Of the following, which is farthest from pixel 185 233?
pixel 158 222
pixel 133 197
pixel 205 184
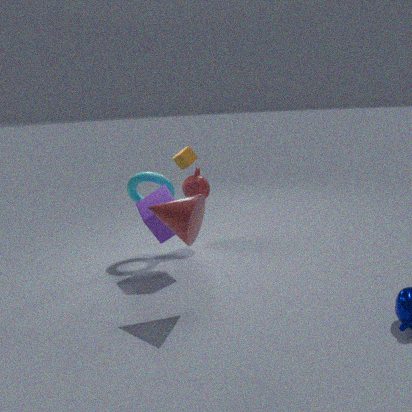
pixel 205 184
